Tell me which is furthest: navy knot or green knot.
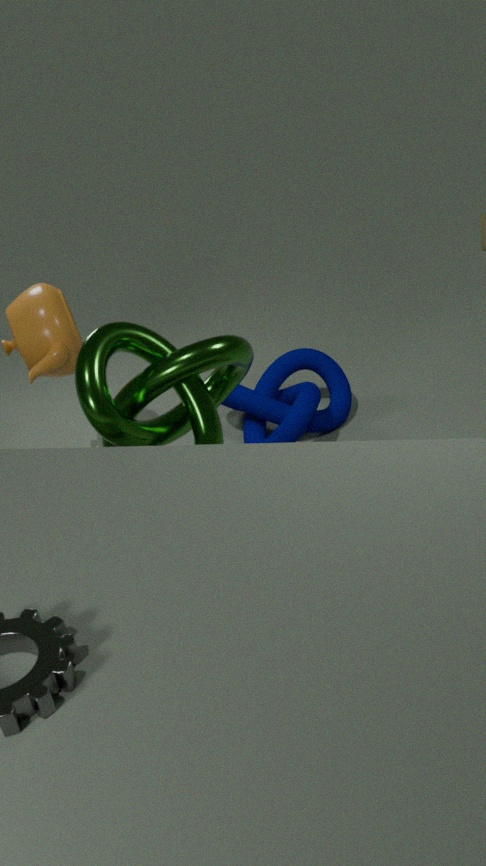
navy knot
